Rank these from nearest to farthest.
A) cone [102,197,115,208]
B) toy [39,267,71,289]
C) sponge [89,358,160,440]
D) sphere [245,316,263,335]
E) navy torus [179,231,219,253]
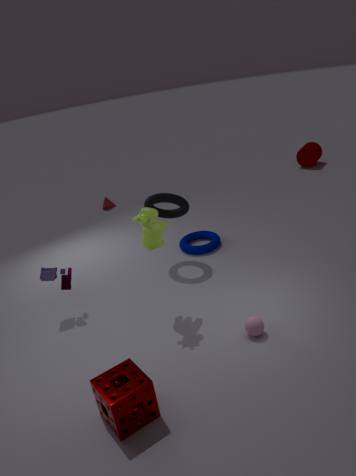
1. sponge [89,358,160,440]
2. sphere [245,316,263,335]
3. toy [39,267,71,289]
4. navy torus [179,231,219,253]
5. cone [102,197,115,208]
